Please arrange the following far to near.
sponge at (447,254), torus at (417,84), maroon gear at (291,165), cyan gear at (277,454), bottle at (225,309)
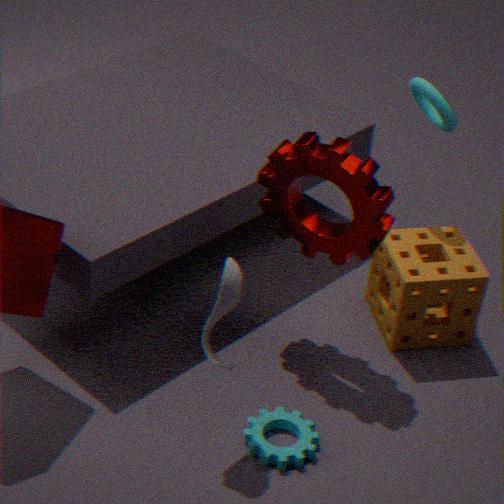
1. torus at (417,84)
2. sponge at (447,254)
3. maroon gear at (291,165)
4. cyan gear at (277,454)
5. bottle at (225,309)
